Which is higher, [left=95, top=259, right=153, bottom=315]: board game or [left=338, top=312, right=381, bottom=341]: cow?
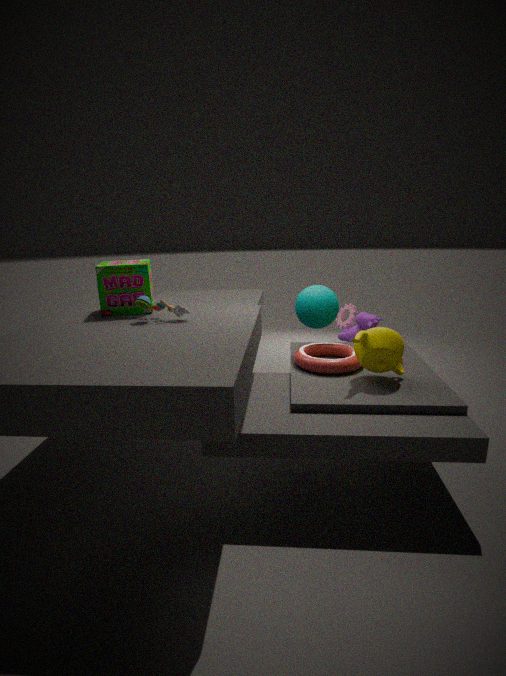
[left=95, top=259, right=153, bottom=315]: board game
